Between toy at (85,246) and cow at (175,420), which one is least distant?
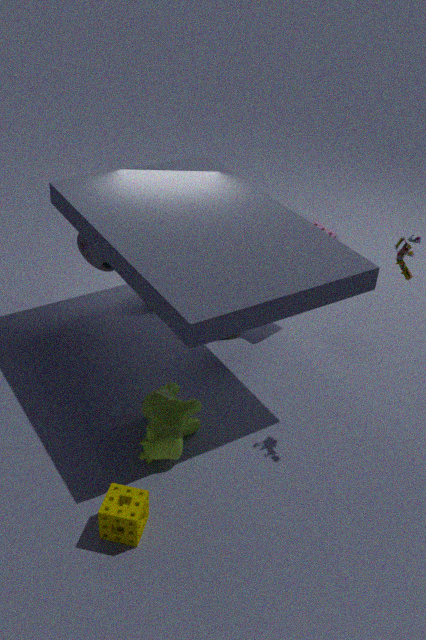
cow at (175,420)
